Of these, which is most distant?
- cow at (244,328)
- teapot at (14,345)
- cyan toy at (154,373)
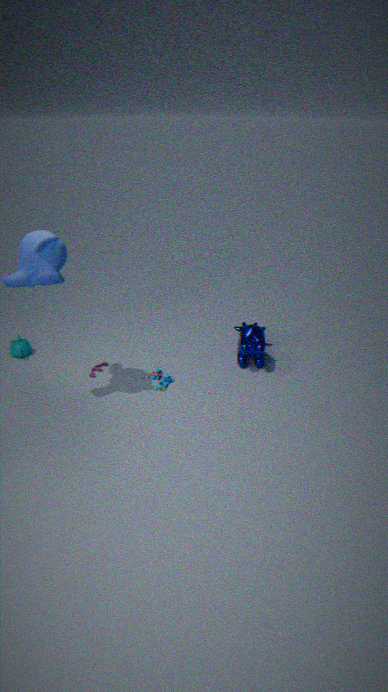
teapot at (14,345)
